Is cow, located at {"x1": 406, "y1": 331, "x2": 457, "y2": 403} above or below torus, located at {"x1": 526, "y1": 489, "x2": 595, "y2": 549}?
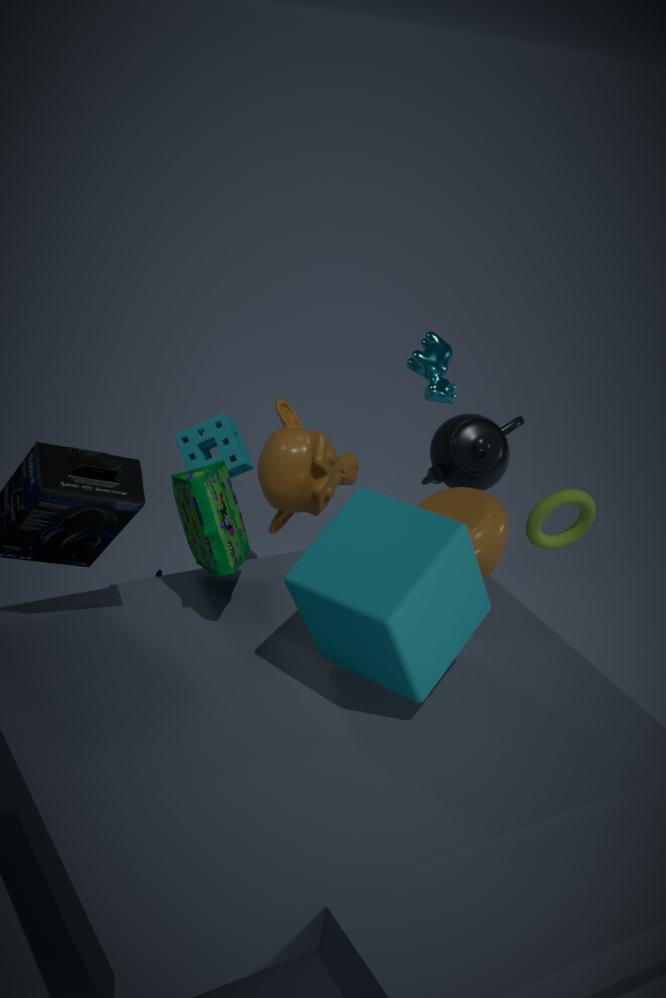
above
